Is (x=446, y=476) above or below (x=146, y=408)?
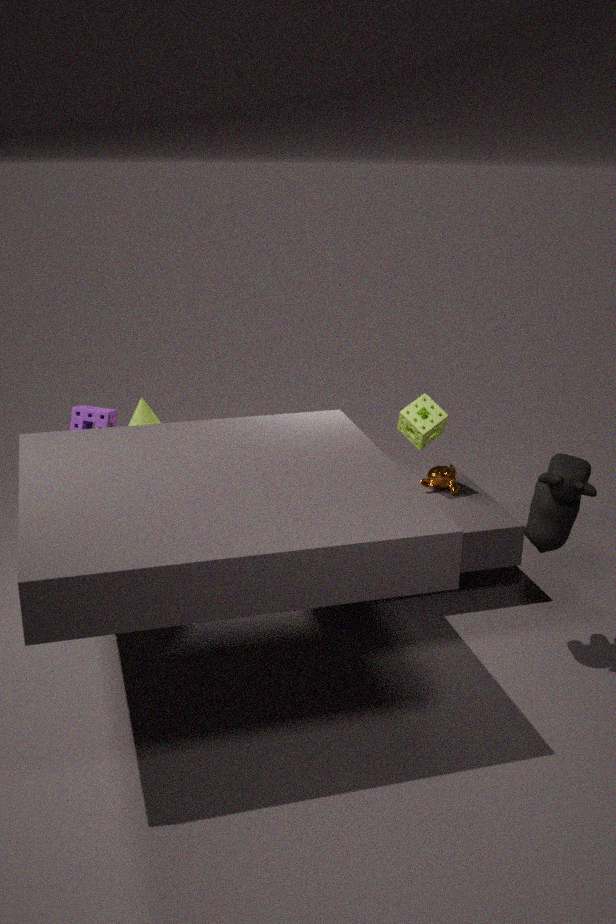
below
